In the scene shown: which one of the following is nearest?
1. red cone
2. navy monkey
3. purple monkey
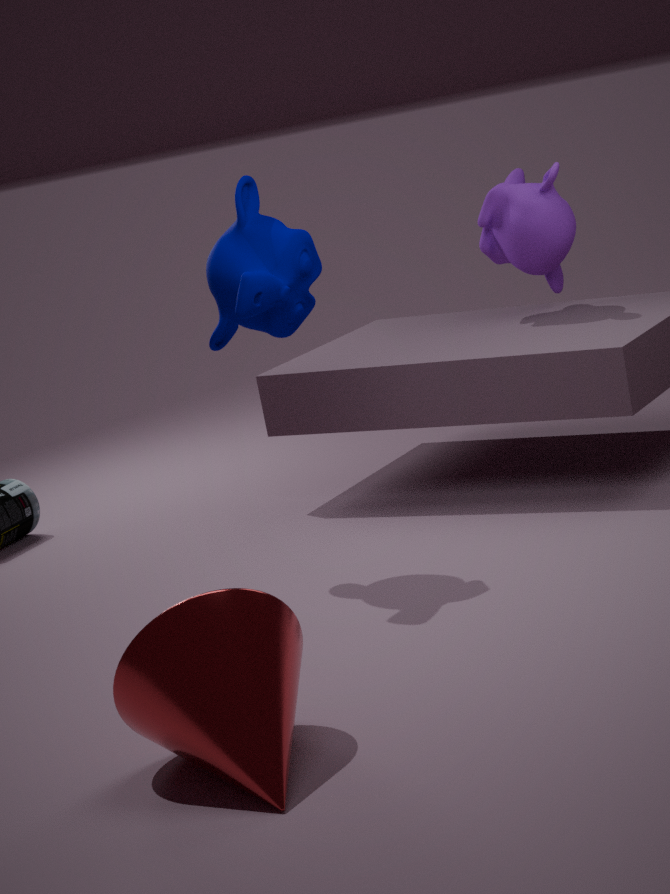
red cone
